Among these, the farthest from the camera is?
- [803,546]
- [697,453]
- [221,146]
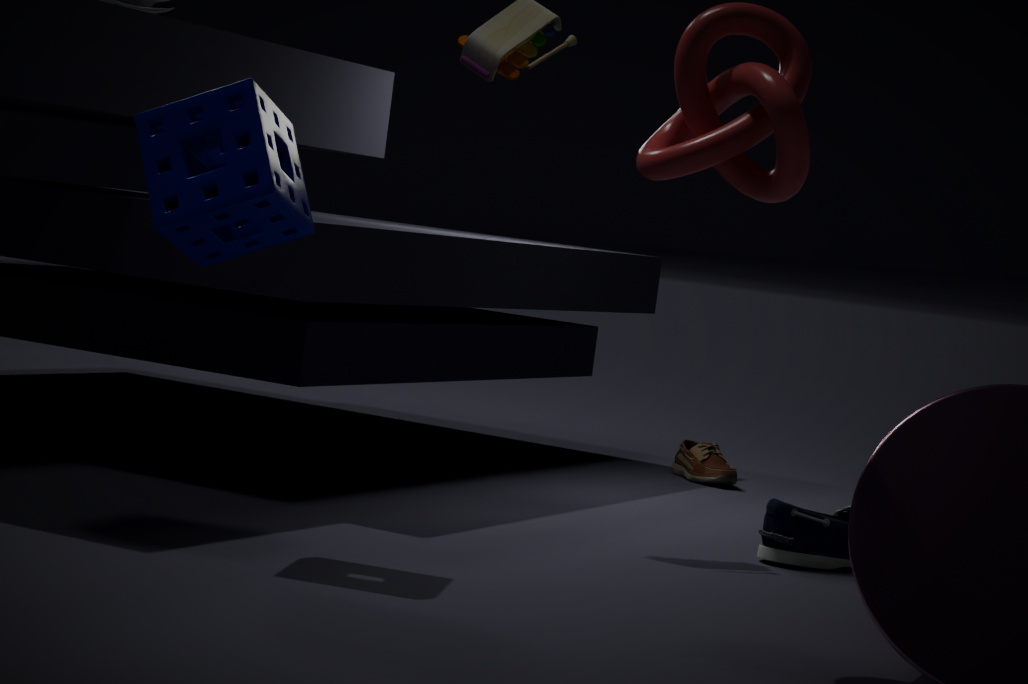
[697,453]
